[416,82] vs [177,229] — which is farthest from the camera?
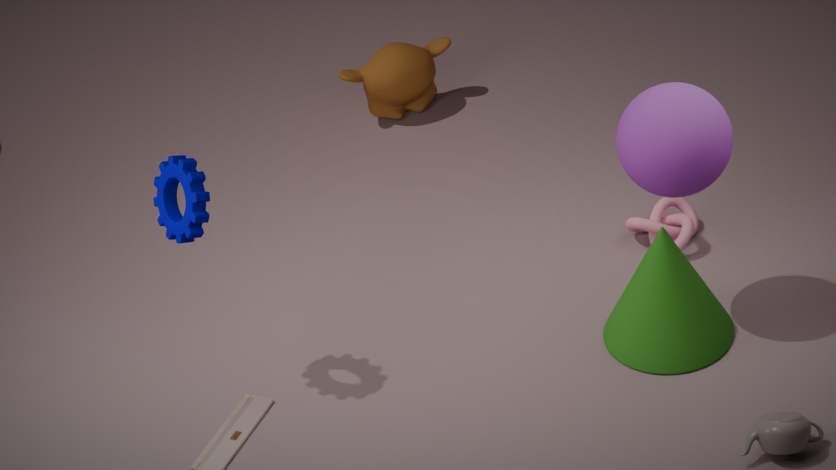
[416,82]
